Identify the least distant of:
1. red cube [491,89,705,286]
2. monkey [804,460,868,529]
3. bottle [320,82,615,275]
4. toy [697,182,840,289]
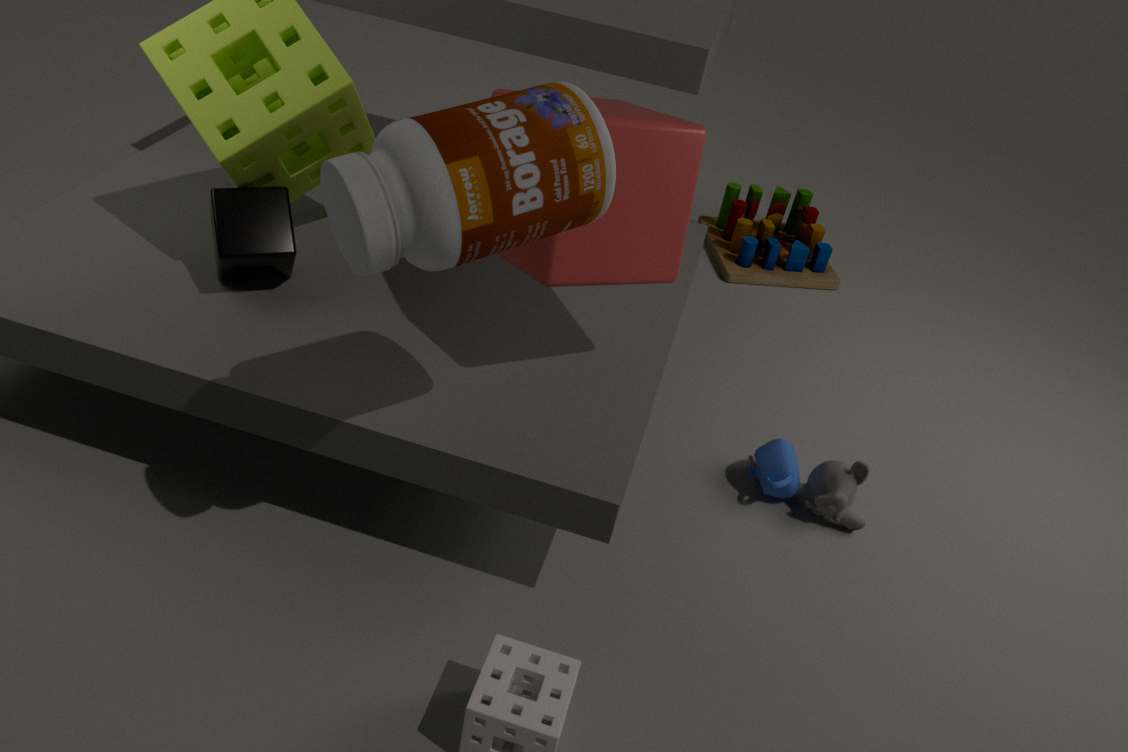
bottle [320,82,615,275]
